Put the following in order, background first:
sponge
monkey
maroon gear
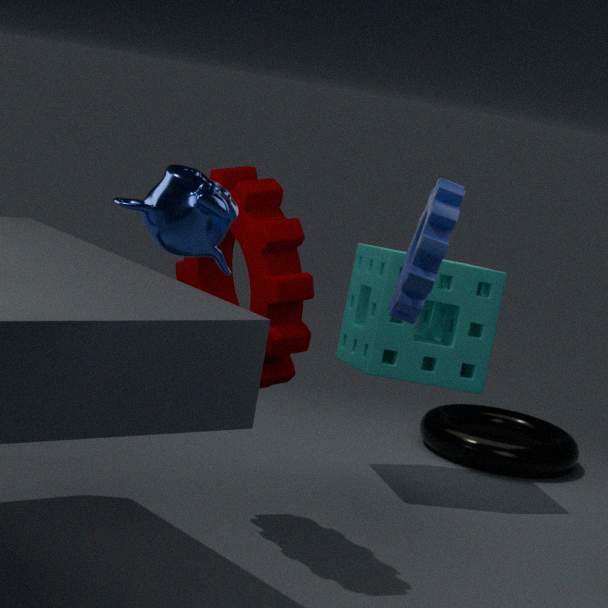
sponge
maroon gear
monkey
